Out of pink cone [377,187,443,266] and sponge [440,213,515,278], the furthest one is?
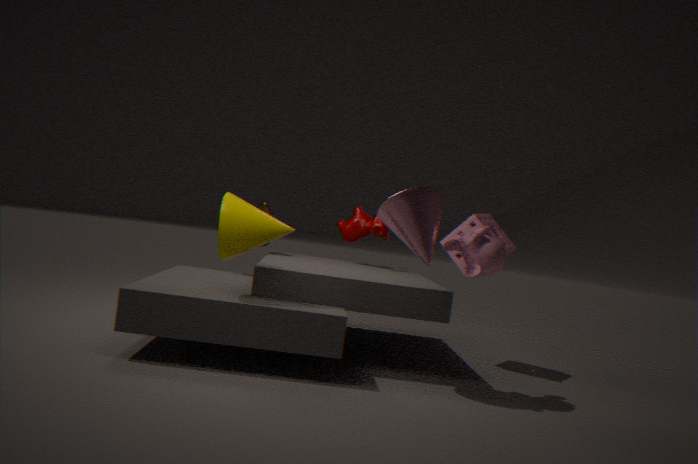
sponge [440,213,515,278]
